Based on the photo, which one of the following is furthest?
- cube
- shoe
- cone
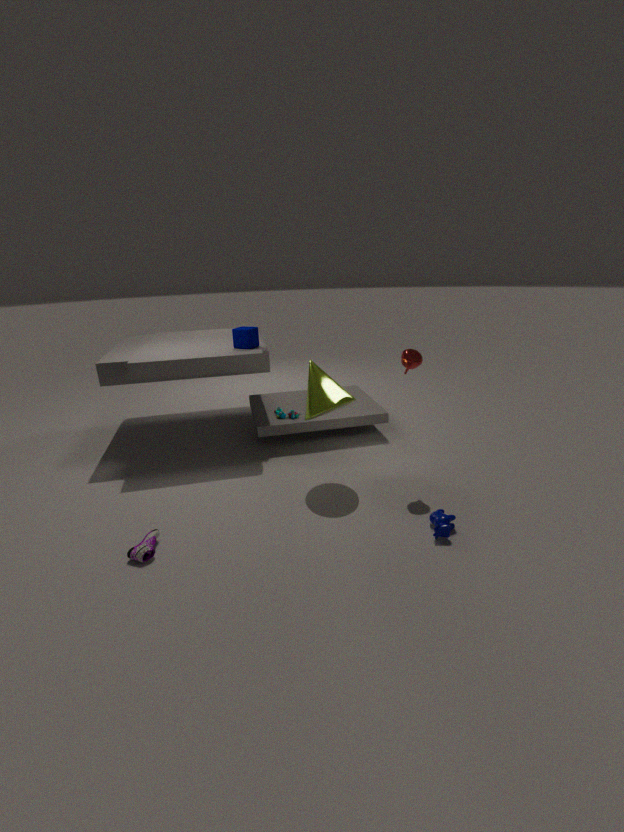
cube
